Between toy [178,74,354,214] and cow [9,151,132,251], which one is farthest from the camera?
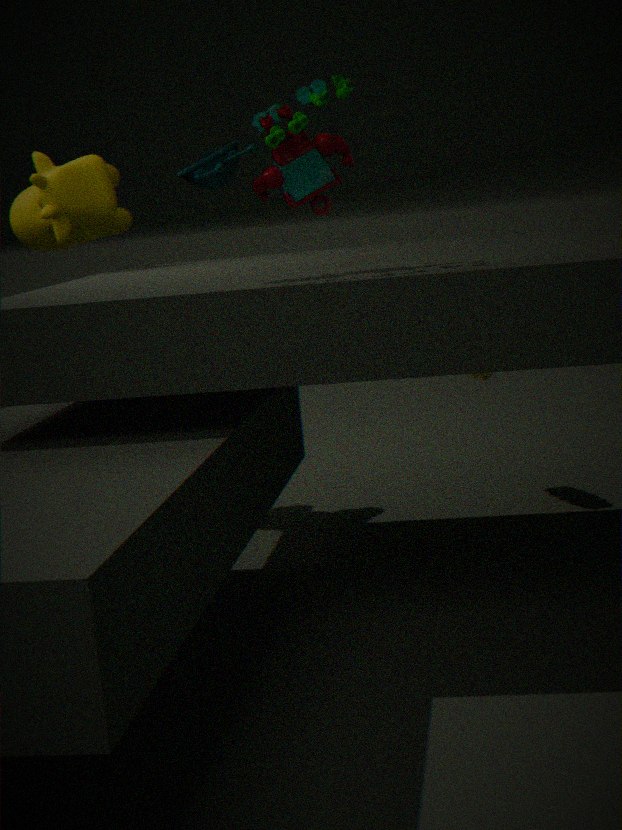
cow [9,151,132,251]
